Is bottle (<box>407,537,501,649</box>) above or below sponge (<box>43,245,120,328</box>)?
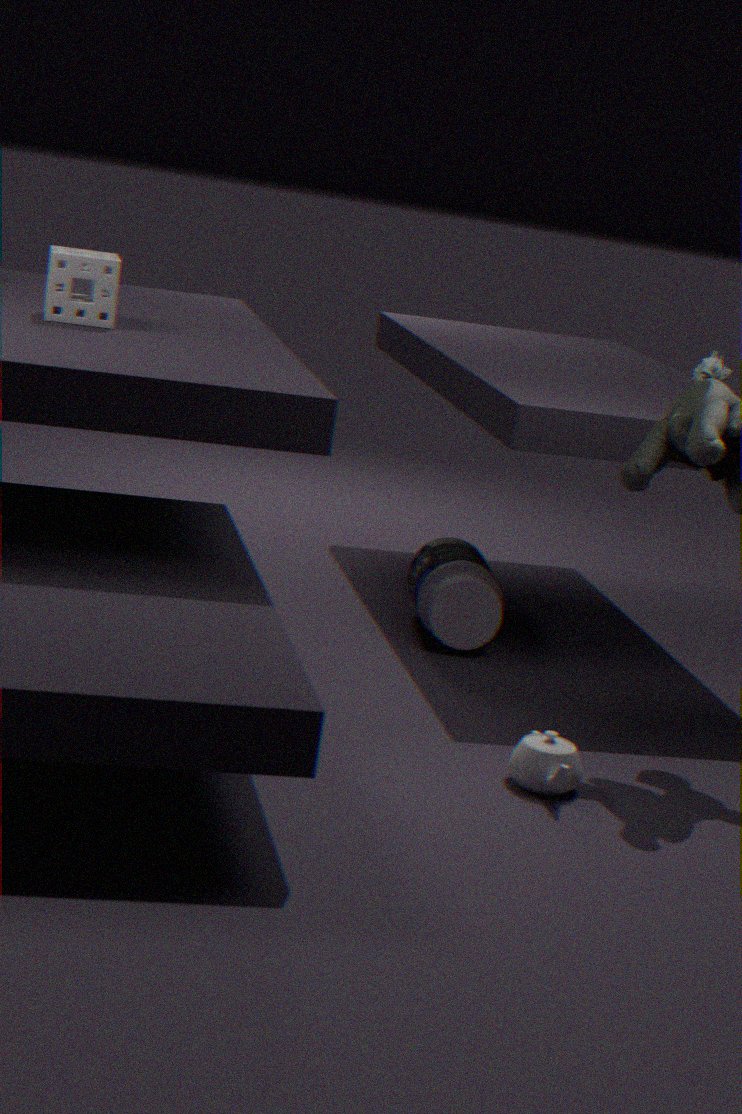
below
